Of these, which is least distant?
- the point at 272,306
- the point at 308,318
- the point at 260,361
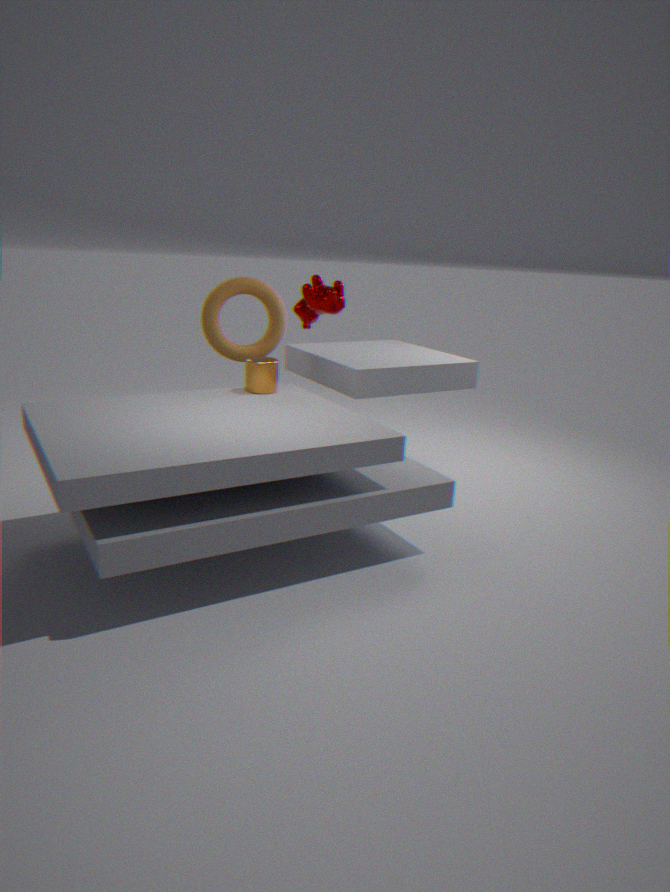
the point at 260,361
